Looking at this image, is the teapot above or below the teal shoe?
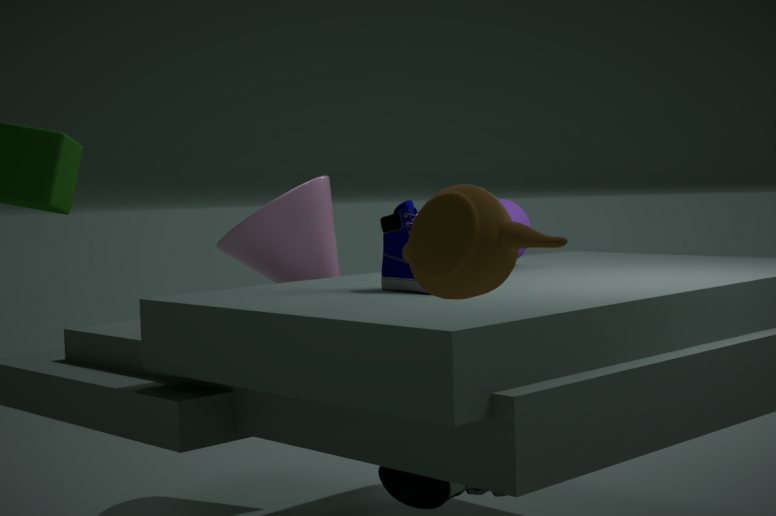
above
